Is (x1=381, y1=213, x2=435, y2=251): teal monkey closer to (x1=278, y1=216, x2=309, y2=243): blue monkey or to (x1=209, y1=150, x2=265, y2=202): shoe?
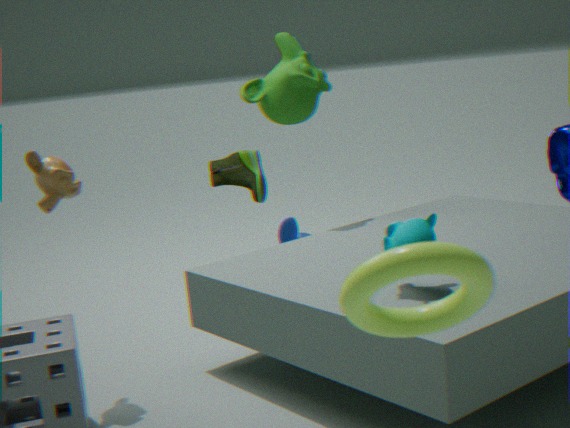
(x1=278, y1=216, x2=309, y2=243): blue monkey
